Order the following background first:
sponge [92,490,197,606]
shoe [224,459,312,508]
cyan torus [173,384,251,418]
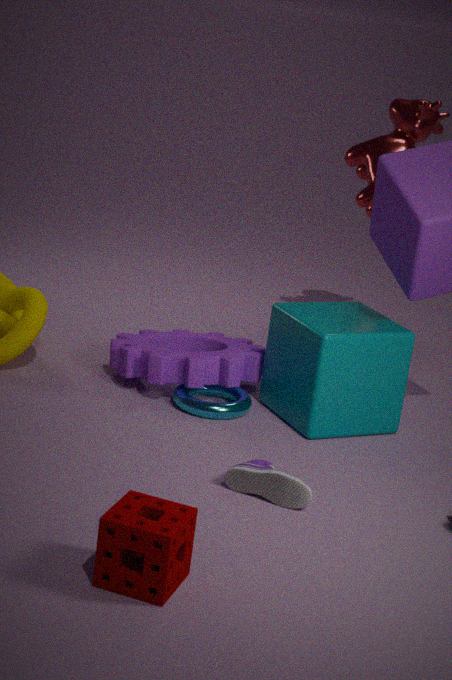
cyan torus [173,384,251,418] → shoe [224,459,312,508] → sponge [92,490,197,606]
